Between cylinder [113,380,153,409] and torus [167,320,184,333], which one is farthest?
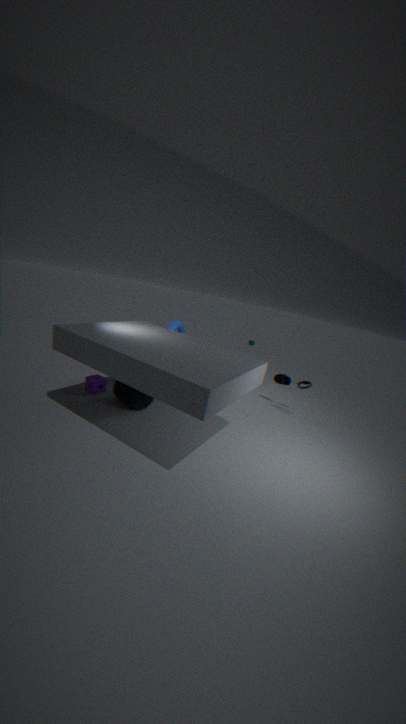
torus [167,320,184,333]
